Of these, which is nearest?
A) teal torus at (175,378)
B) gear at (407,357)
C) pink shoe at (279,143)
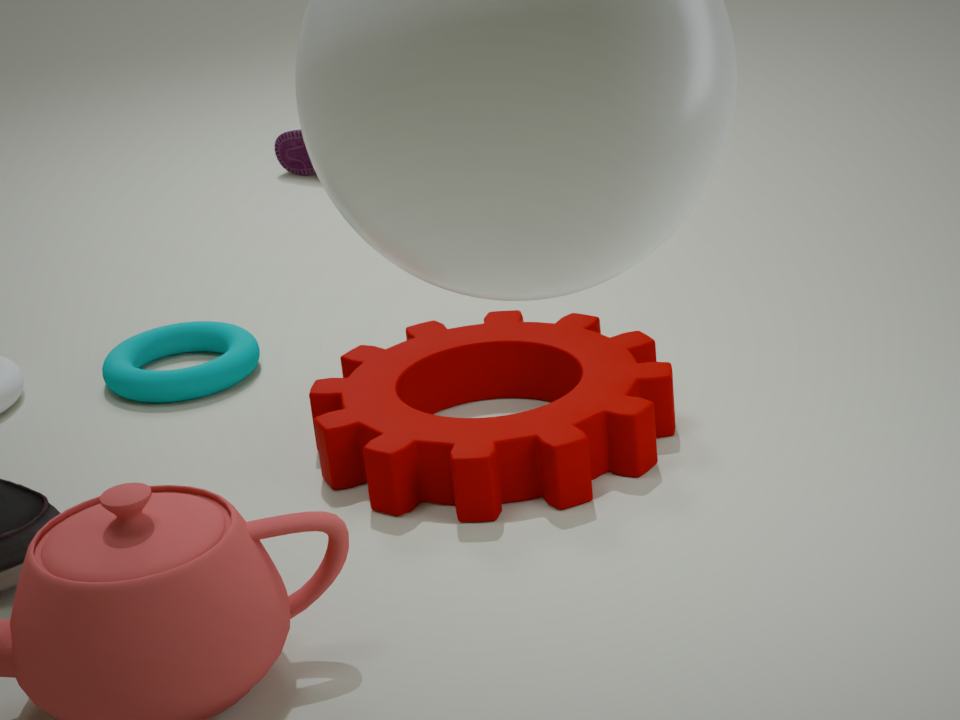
gear at (407,357)
